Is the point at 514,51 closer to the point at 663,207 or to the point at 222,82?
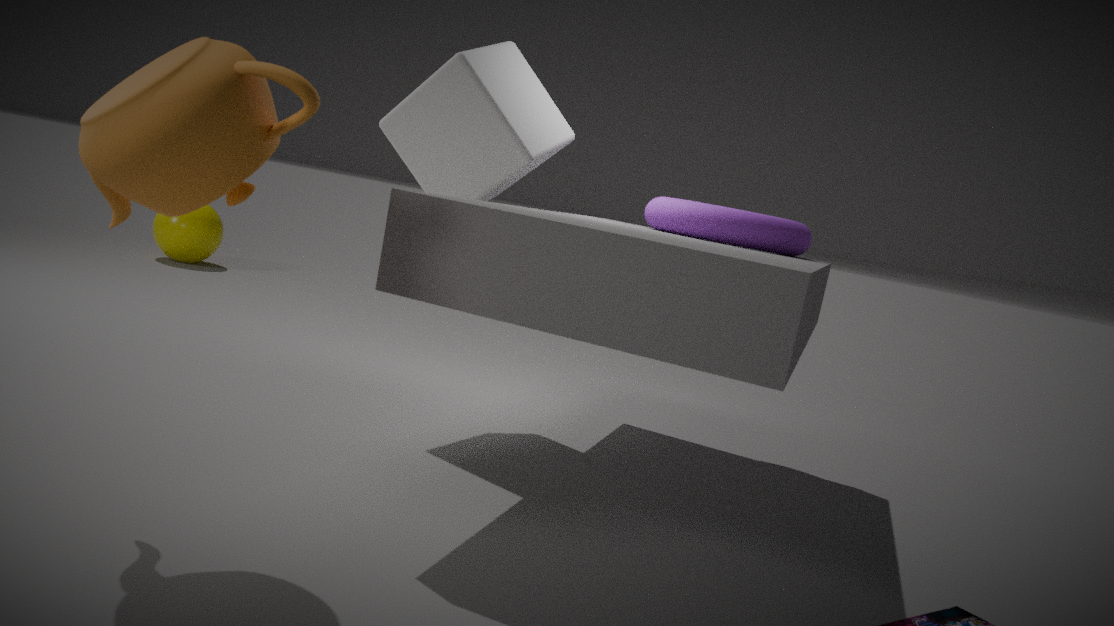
the point at 663,207
